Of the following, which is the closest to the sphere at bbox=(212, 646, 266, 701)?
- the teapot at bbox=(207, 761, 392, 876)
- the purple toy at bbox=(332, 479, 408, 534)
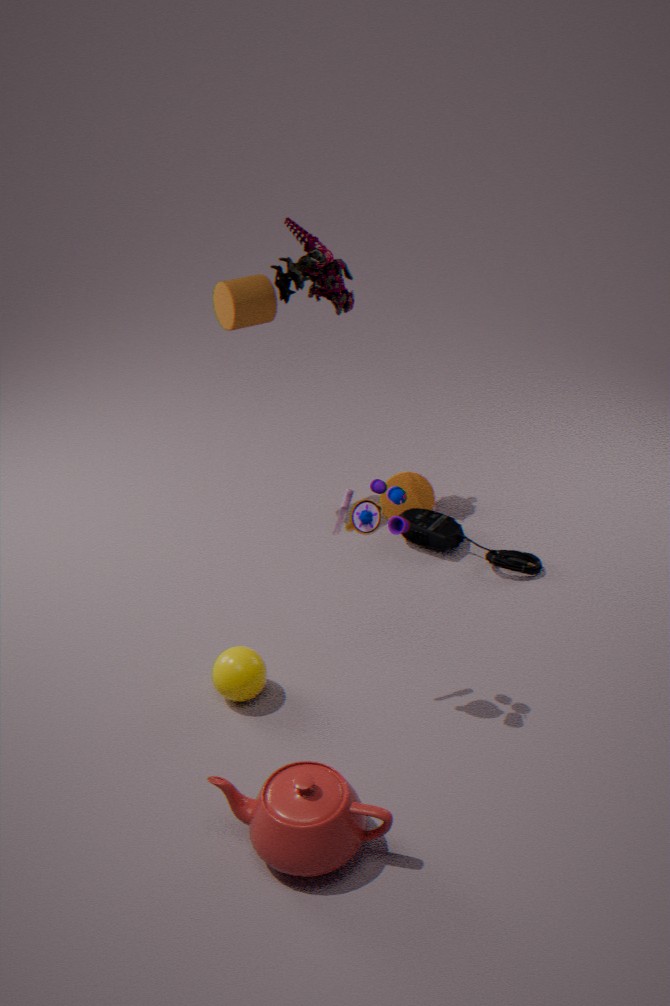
the teapot at bbox=(207, 761, 392, 876)
